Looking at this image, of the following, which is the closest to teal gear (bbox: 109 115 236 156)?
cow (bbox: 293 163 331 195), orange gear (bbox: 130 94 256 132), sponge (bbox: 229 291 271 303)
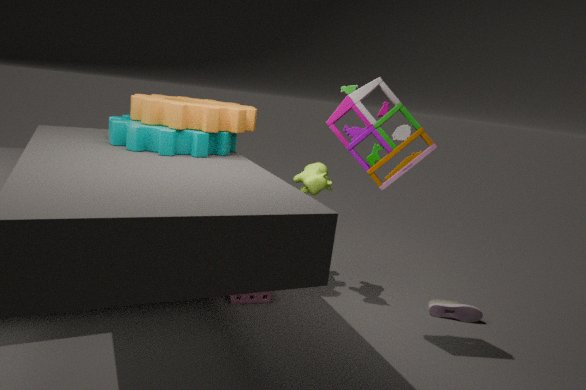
orange gear (bbox: 130 94 256 132)
